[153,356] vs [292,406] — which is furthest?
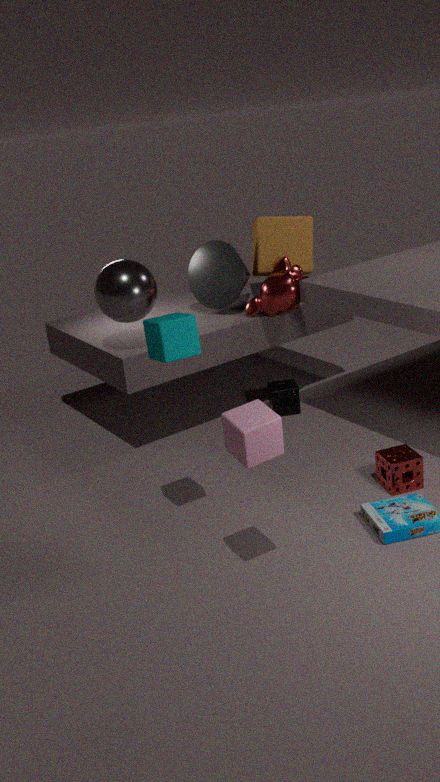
[292,406]
